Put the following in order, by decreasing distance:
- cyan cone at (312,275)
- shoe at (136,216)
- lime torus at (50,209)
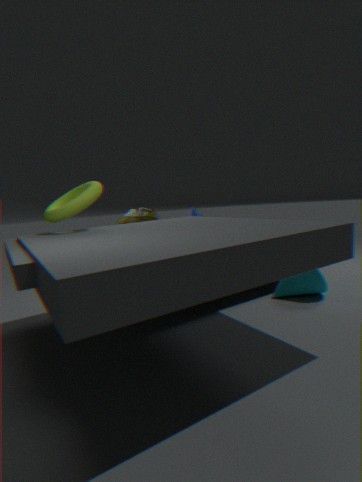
shoe at (136,216) → cyan cone at (312,275) → lime torus at (50,209)
